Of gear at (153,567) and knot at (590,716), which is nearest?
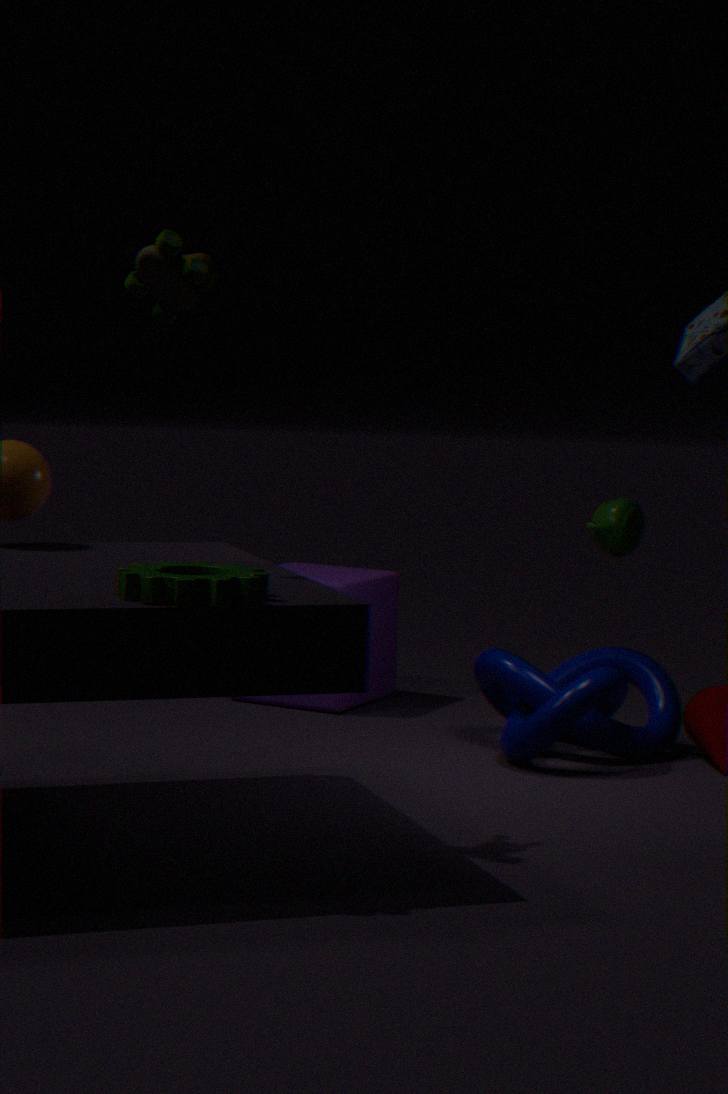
gear at (153,567)
